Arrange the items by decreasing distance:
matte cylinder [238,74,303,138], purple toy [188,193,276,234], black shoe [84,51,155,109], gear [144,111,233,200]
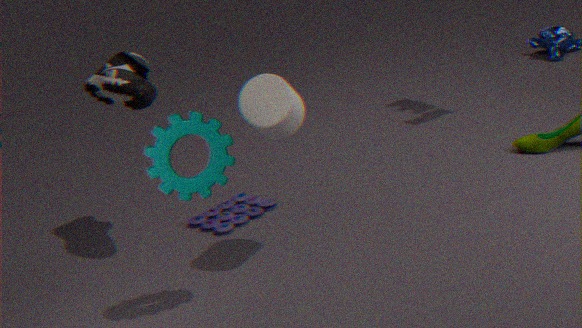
1. purple toy [188,193,276,234]
2. black shoe [84,51,155,109]
3. matte cylinder [238,74,303,138]
4. gear [144,111,233,200]
